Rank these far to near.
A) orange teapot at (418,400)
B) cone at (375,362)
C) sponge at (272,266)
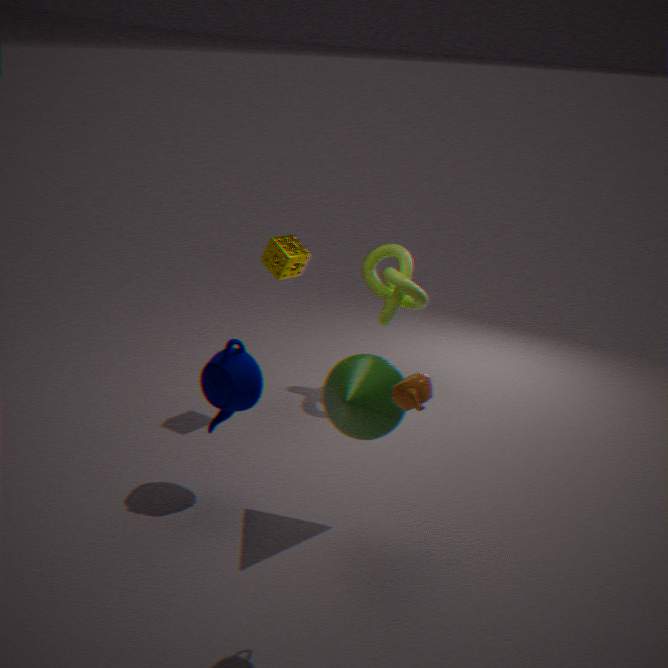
sponge at (272,266) → cone at (375,362) → orange teapot at (418,400)
